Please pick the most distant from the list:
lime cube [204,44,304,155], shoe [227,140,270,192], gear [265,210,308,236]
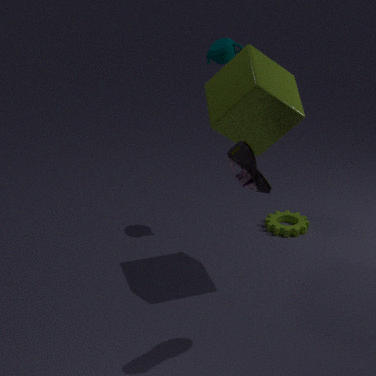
gear [265,210,308,236]
